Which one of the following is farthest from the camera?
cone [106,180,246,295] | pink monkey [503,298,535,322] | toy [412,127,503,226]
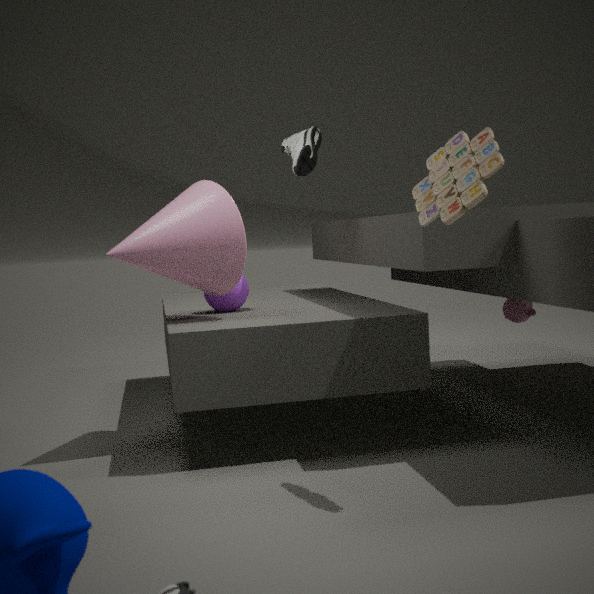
pink monkey [503,298,535,322]
